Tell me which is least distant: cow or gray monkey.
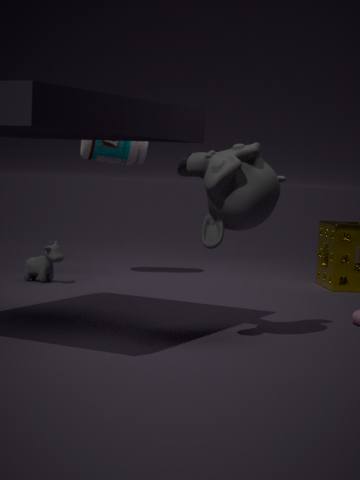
gray monkey
